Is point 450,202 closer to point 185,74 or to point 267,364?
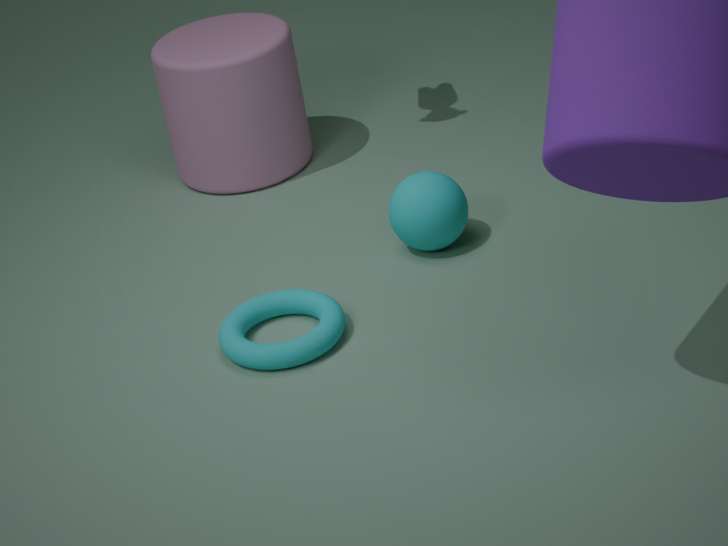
point 267,364
